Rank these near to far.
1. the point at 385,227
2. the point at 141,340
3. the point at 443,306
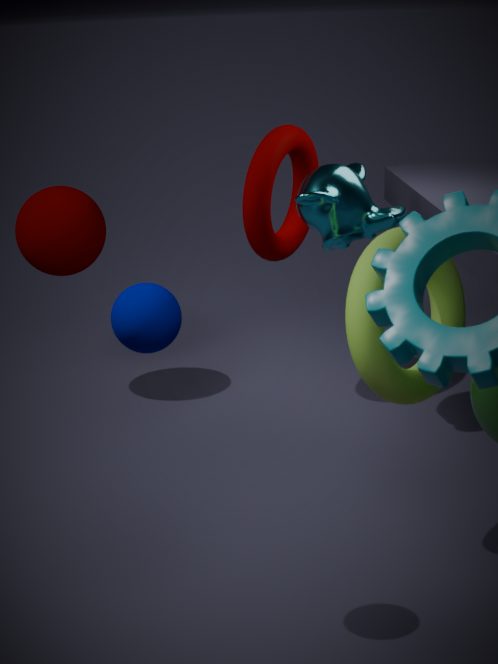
the point at 141,340, the point at 443,306, the point at 385,227
